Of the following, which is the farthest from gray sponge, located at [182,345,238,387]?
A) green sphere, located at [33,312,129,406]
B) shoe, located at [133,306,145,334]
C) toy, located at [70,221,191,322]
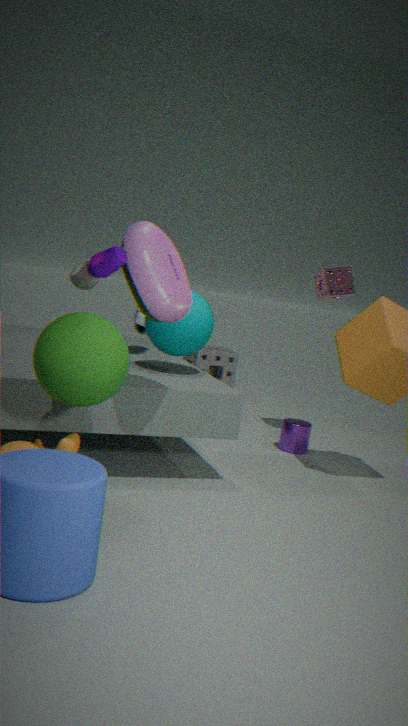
green sphere, located at [33,312,129,406]
